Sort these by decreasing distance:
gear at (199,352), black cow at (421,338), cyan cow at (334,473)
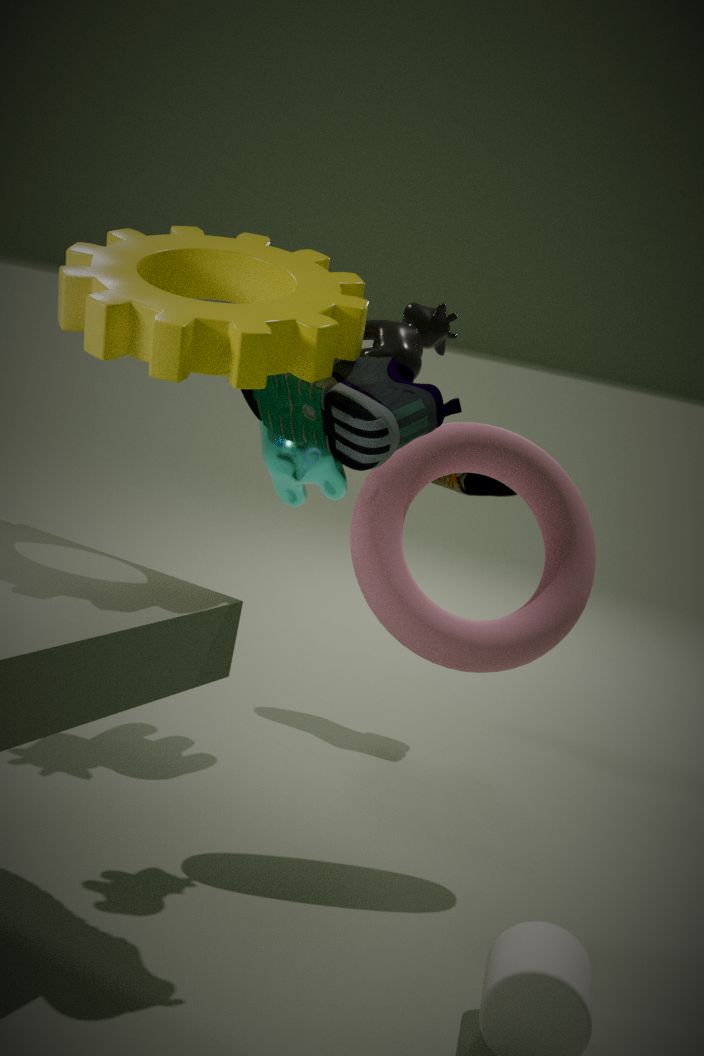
cyan cow at (334,473) → black cow at (421,338) → gear at (199,352)
